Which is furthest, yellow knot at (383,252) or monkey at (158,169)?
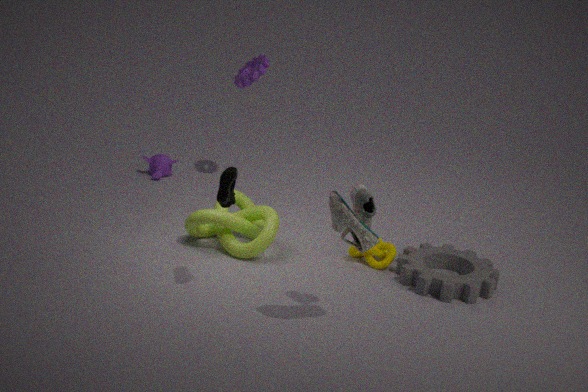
monkey at (158,169)
